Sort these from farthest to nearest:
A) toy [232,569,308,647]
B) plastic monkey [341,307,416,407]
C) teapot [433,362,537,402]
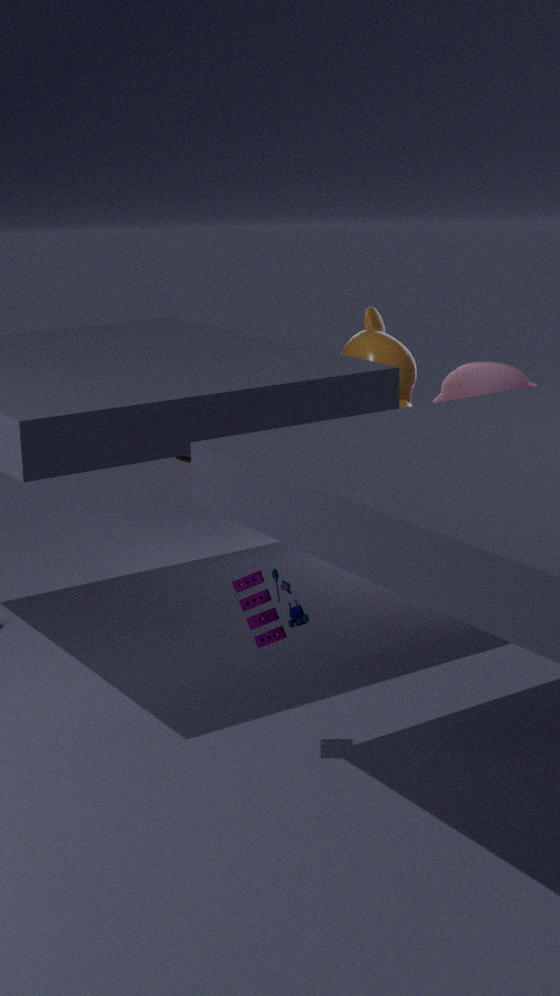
teapot [433,362,537,402] < plastic monkey [341,307,416,407] < toy [232,569,308,647]
